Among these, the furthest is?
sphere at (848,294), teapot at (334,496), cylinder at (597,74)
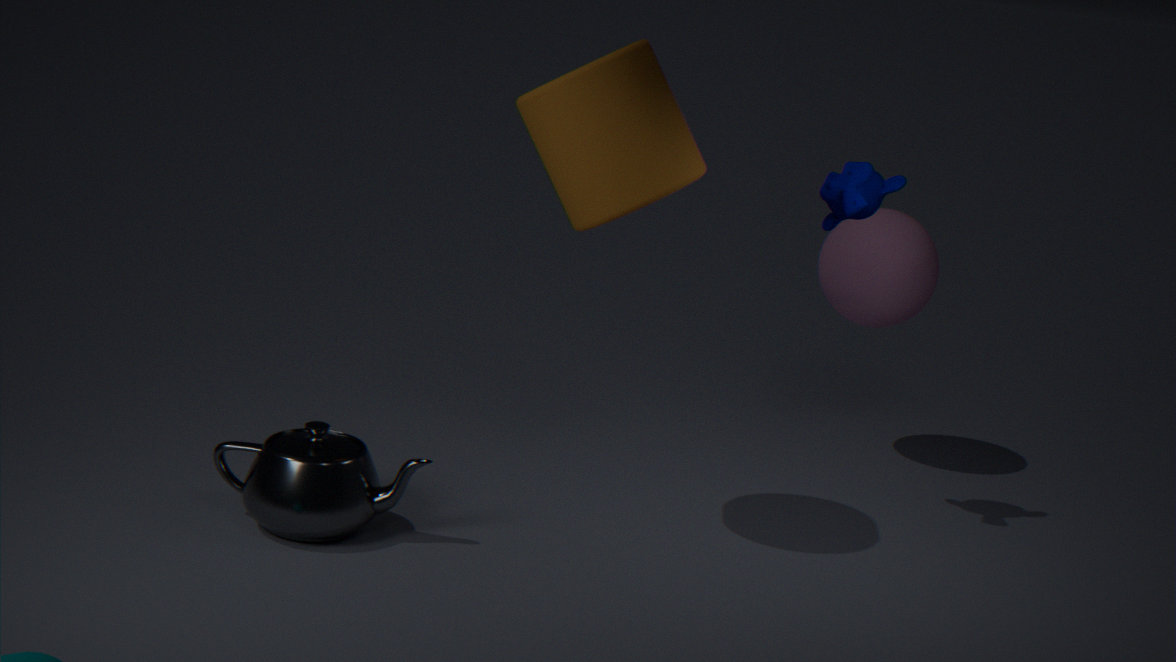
sphere at (848,294)
